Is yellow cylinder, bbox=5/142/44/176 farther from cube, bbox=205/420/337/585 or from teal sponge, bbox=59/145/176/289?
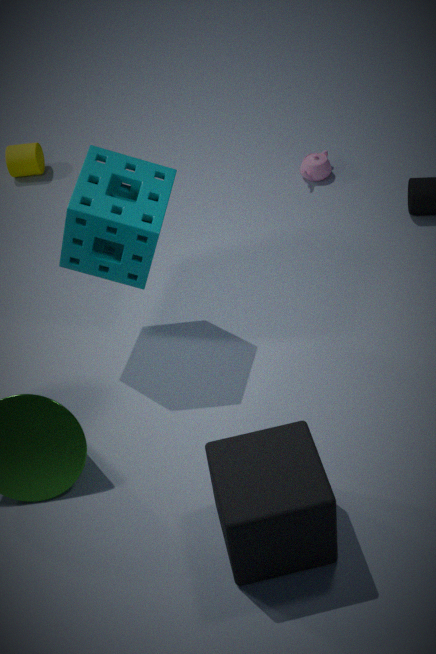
cube, bbox=205/420/337/585
